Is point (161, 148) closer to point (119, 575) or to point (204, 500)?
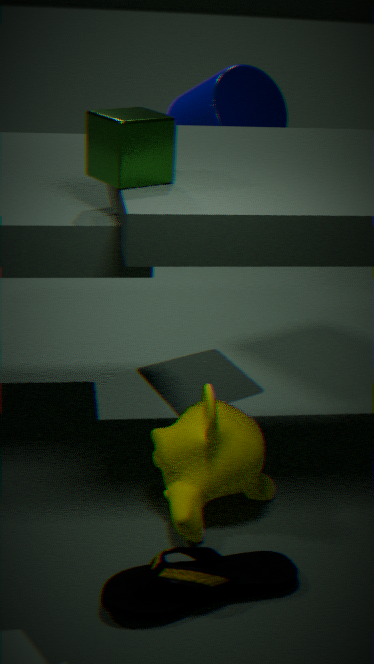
point (204, 500)
